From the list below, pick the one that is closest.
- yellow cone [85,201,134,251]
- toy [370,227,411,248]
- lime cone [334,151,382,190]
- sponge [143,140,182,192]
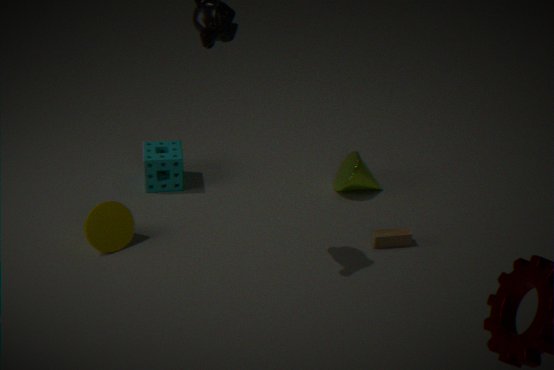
yellow cone [85,201,134,251]
